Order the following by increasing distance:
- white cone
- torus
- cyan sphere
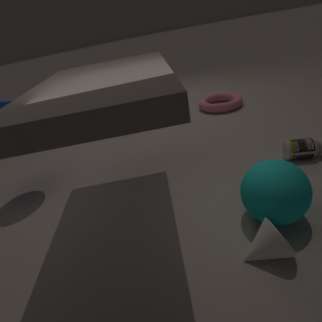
white cone → cyan sphere → torus
